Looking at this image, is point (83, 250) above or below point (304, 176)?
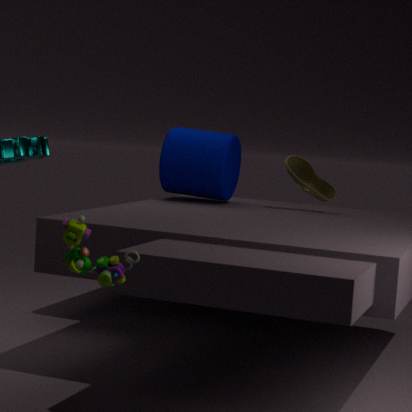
below
